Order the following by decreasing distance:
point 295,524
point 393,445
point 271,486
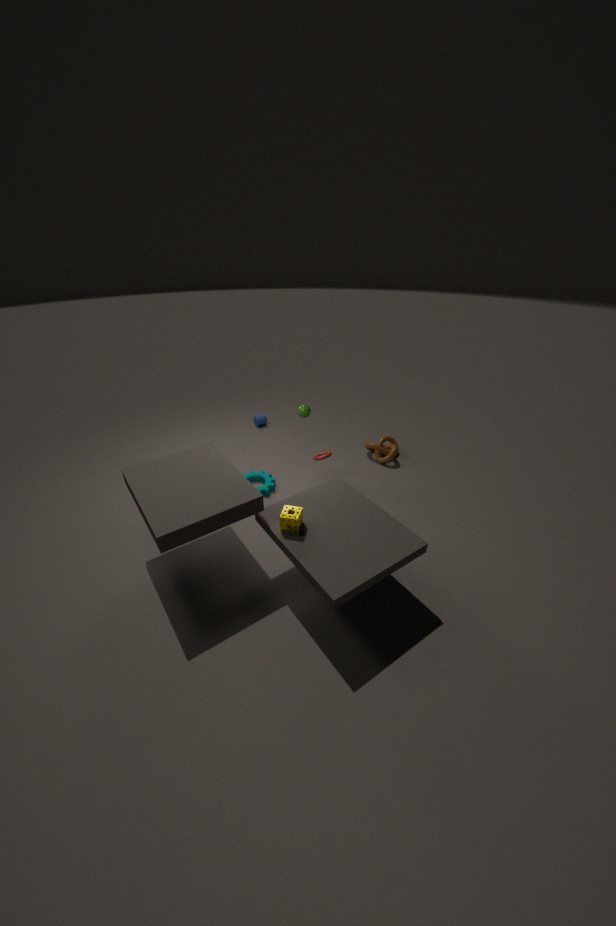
point 393,445 → point 271,486 → point 295,524
